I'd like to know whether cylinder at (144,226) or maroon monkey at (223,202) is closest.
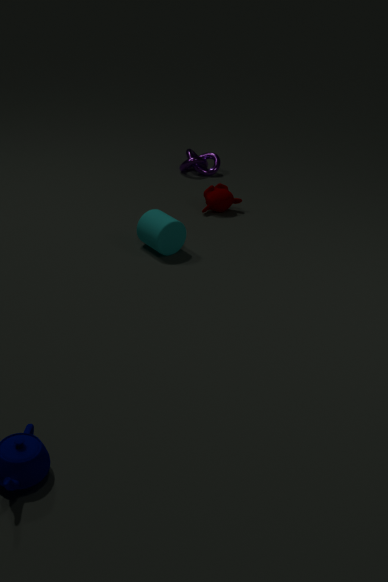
cylinder at (144,226)
